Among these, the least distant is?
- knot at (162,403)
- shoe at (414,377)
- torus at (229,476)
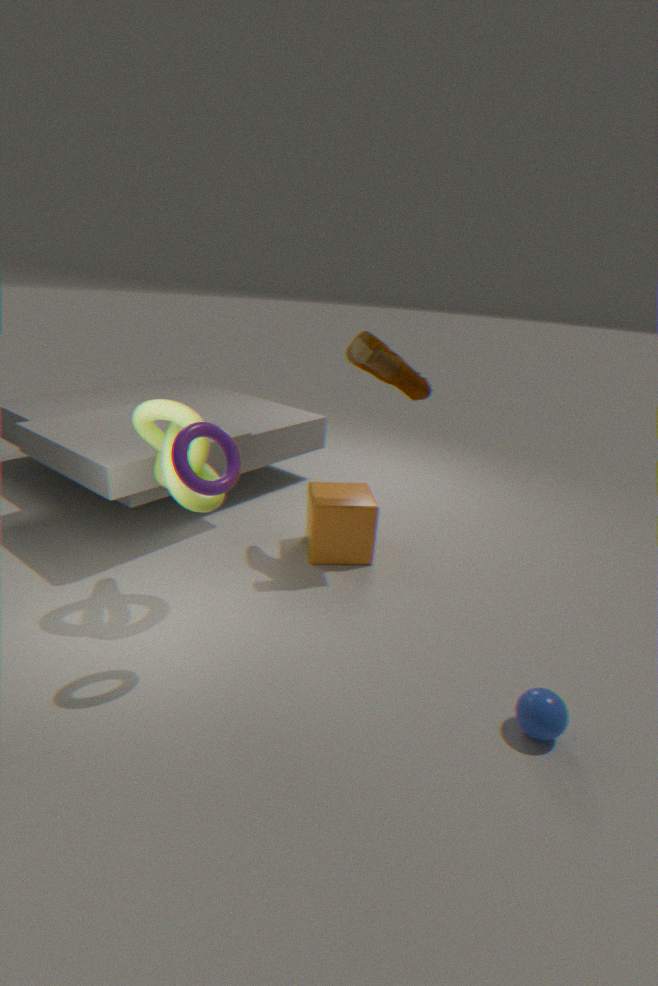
torus at (229,476)
